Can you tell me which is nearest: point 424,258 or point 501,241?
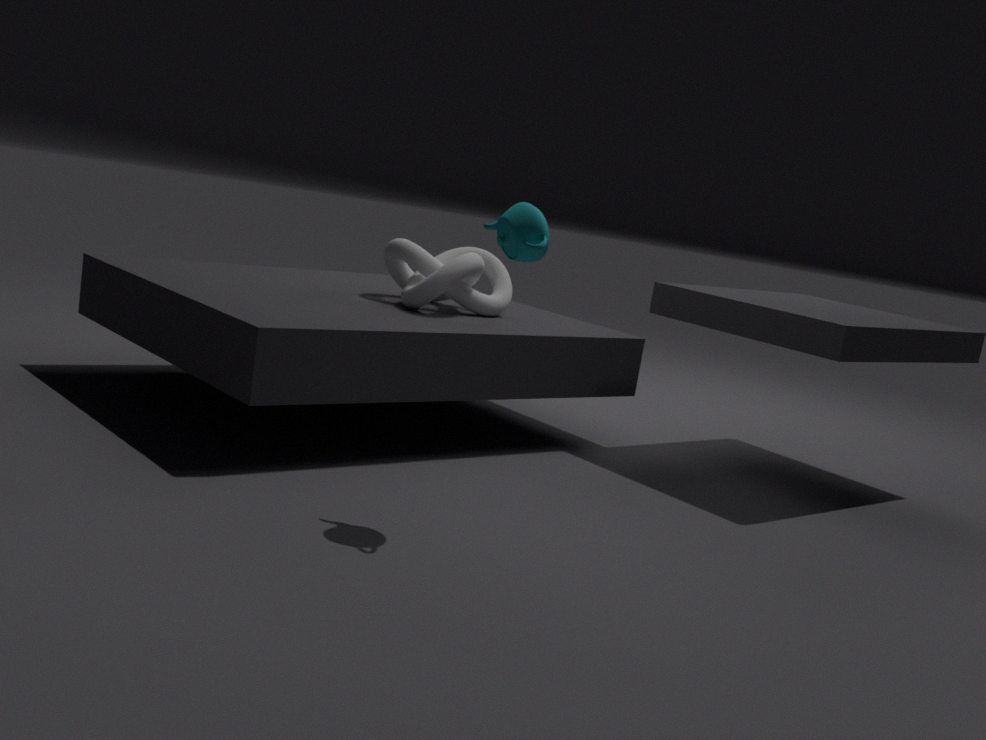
point 501,241
